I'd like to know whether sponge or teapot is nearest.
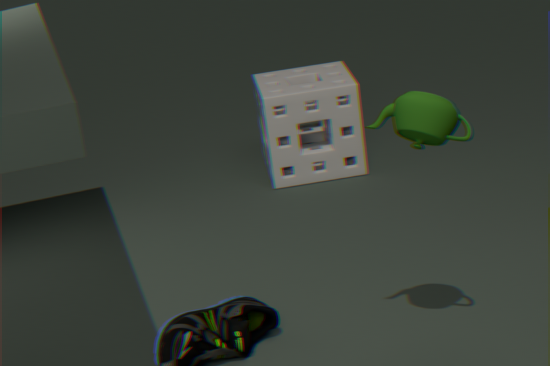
teapot
